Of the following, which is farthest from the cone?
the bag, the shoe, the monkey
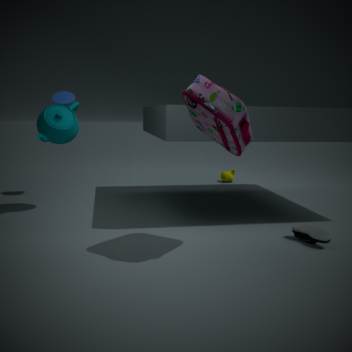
the shoe
